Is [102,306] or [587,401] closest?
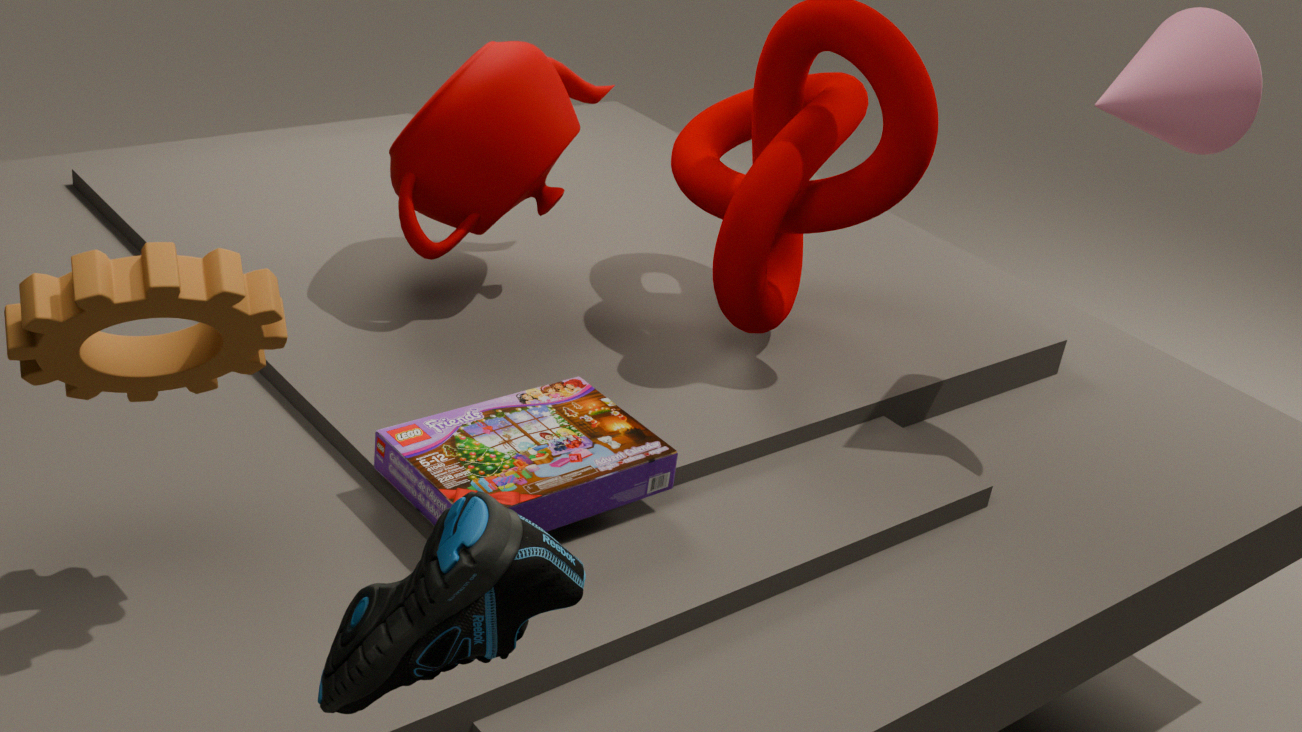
[102,306]
